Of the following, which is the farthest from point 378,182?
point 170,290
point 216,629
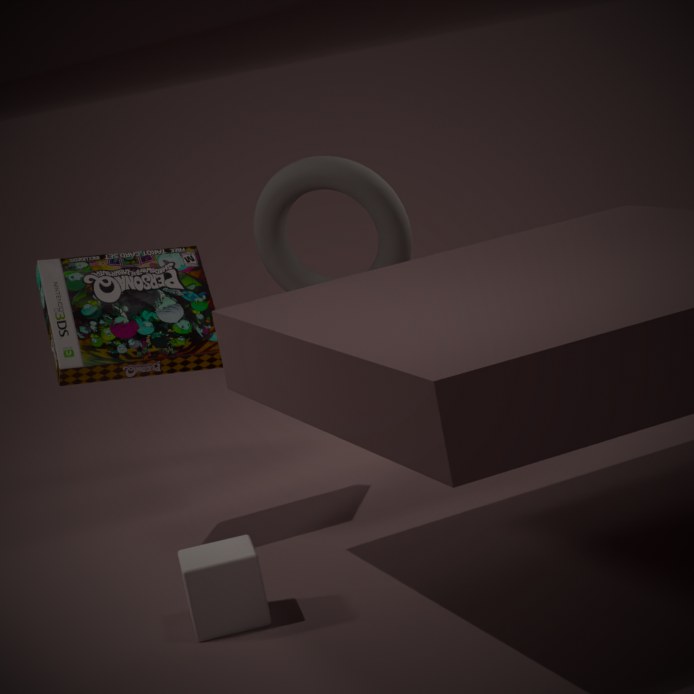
point 216,629
